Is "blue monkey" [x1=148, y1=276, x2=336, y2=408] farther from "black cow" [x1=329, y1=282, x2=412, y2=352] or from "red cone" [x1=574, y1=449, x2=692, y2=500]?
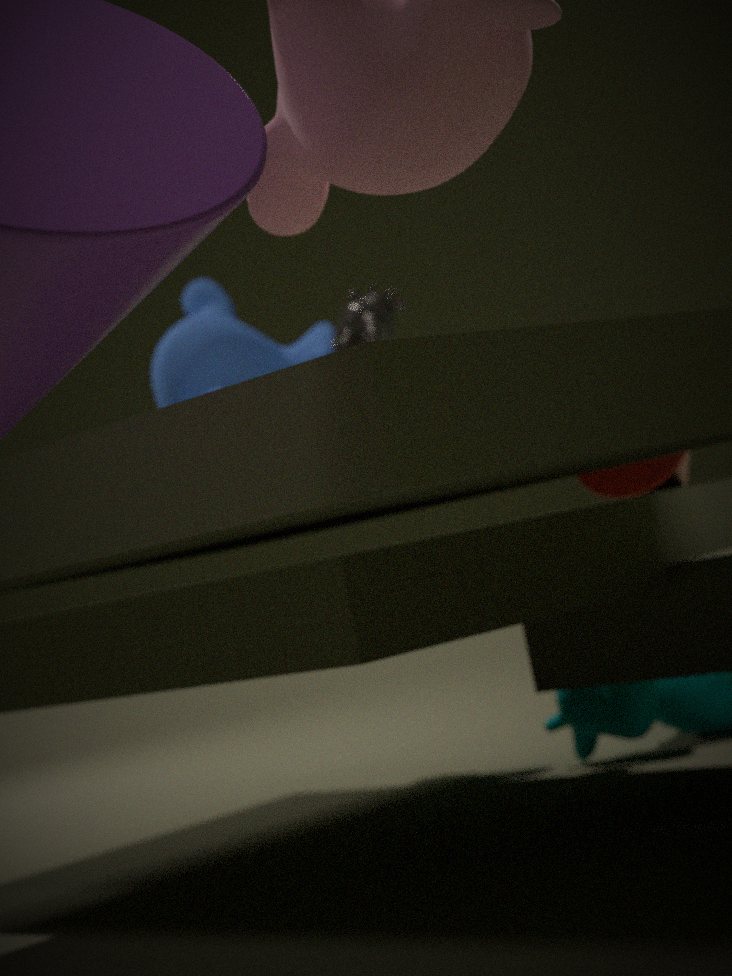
"red cone" [x1=574, y1=449, x2=692, y2=500]
